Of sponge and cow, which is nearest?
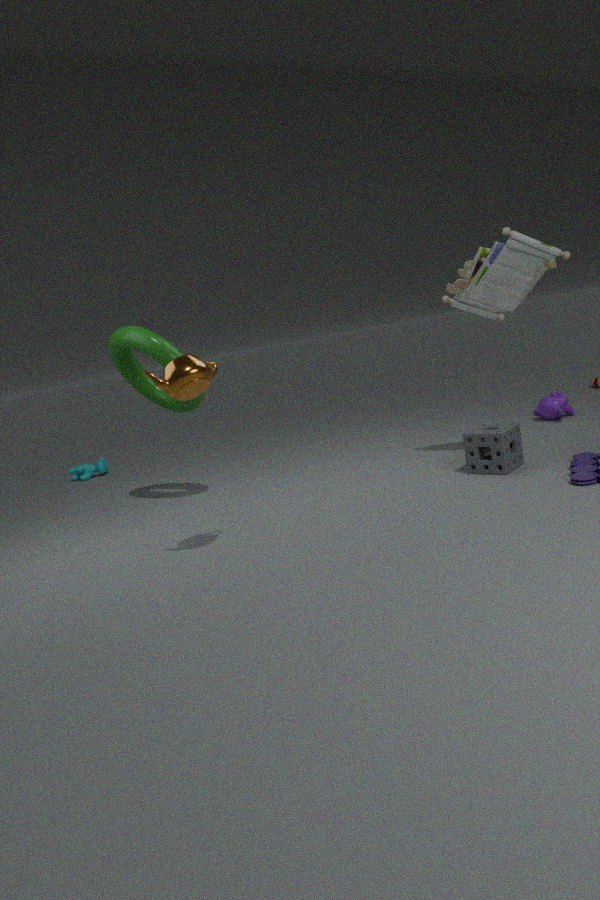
sponge
